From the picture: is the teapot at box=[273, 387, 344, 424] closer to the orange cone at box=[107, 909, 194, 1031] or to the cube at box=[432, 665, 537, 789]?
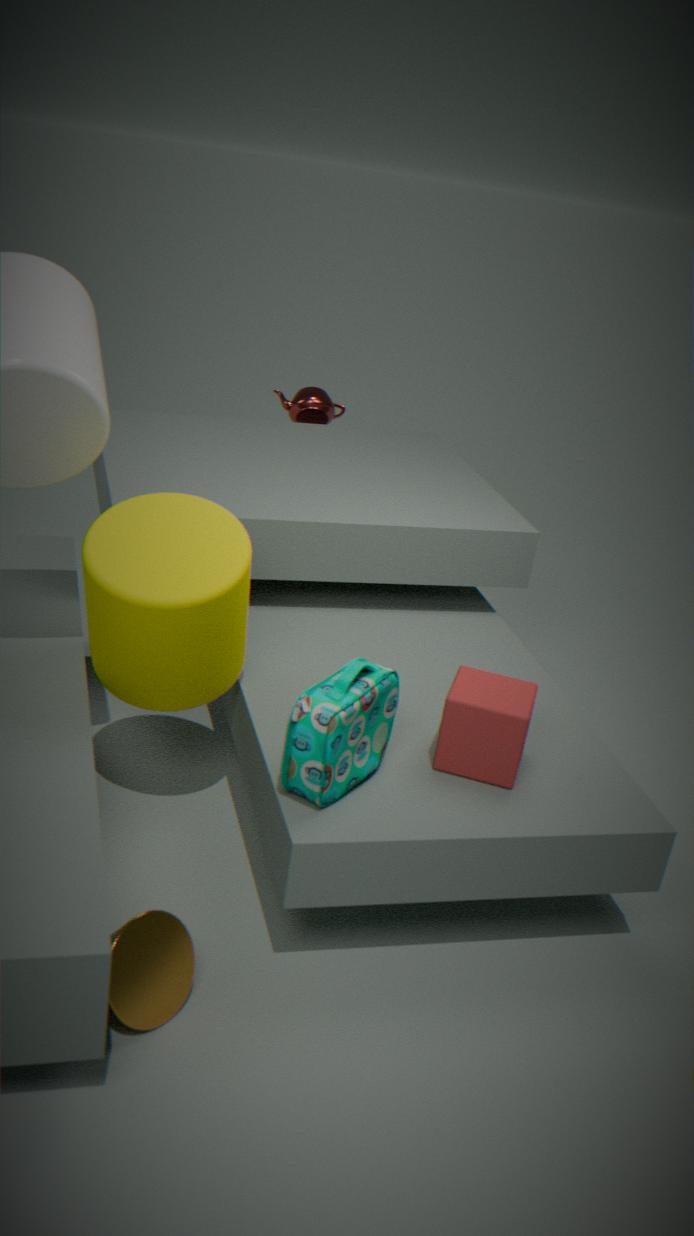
the cube at box=[432, 665, 537, 789]
